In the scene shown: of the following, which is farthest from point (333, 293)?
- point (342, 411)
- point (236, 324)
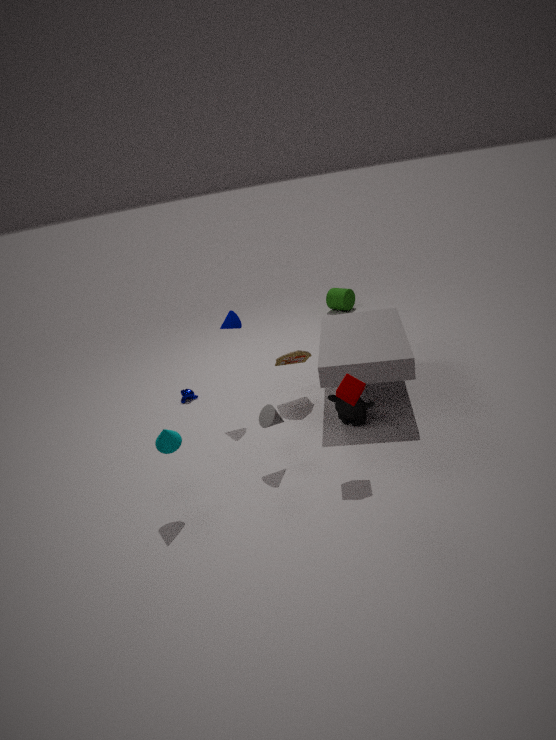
point (342, 411)
